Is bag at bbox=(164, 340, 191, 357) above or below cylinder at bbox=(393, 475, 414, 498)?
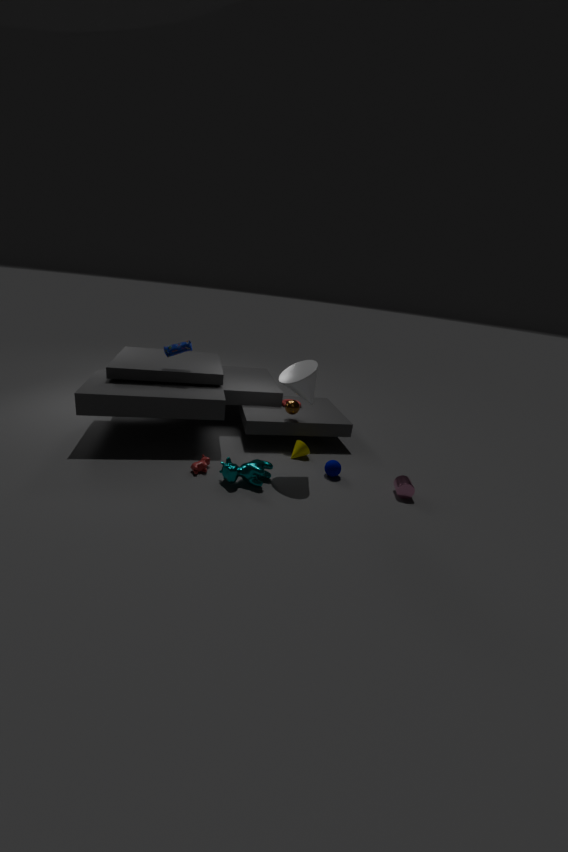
above
